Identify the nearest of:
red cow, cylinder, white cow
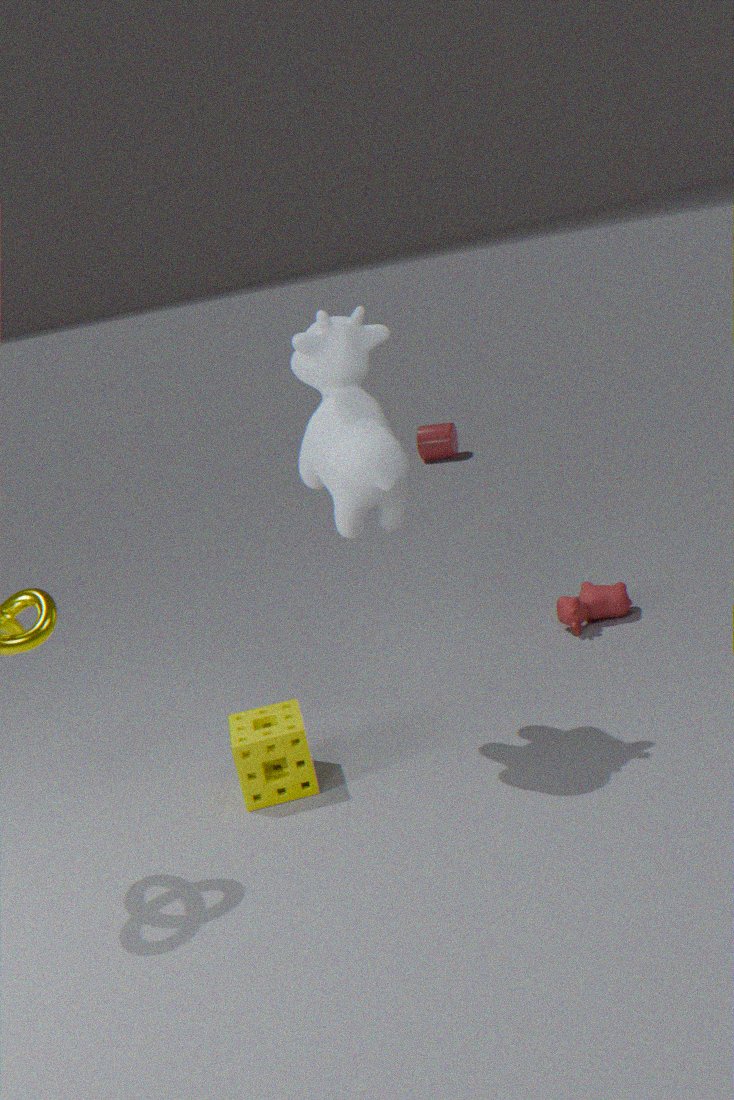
white cow
